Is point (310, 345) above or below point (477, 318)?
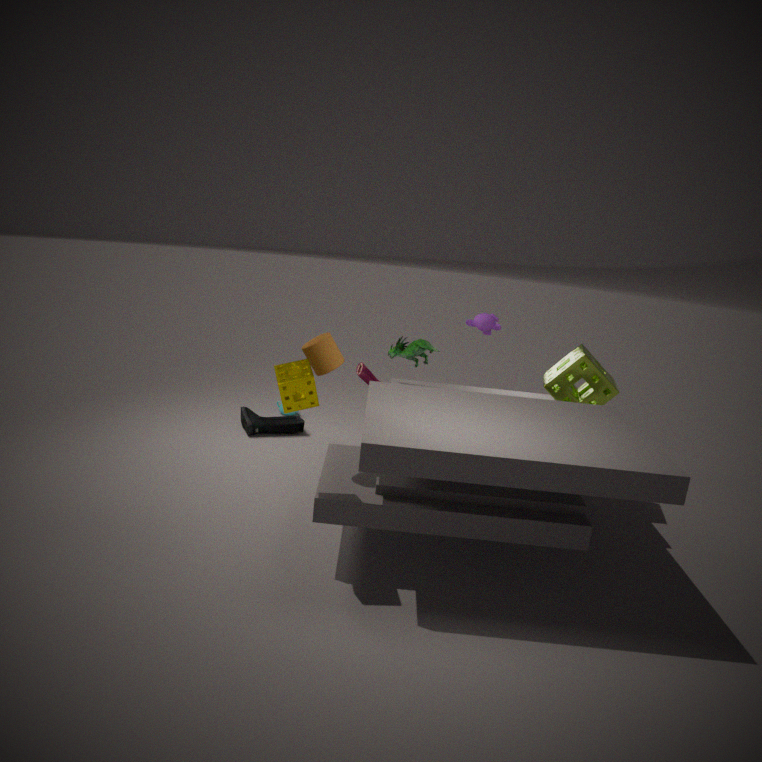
below
